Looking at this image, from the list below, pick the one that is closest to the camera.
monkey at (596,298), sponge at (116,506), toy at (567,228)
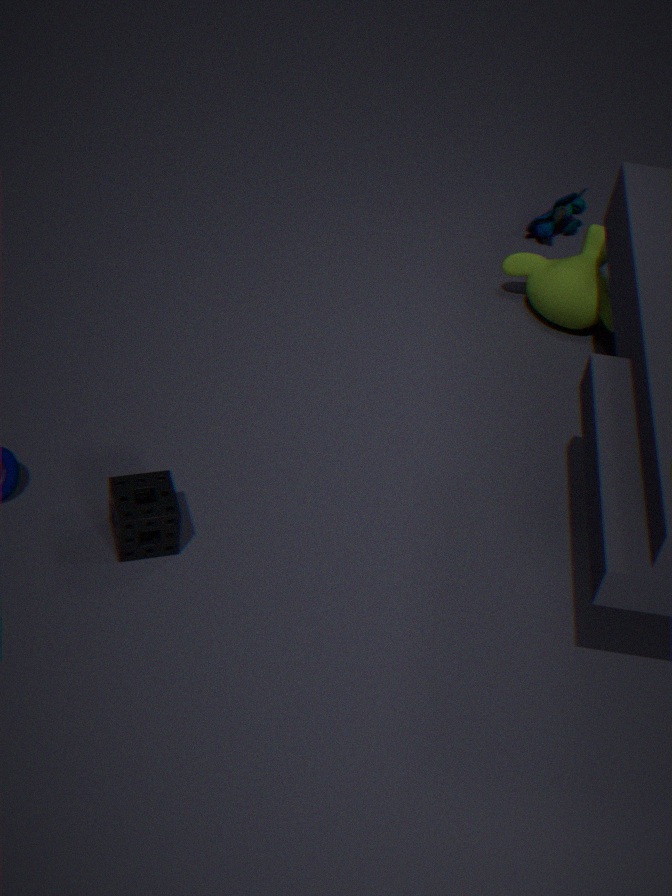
sponge at (116,506)
